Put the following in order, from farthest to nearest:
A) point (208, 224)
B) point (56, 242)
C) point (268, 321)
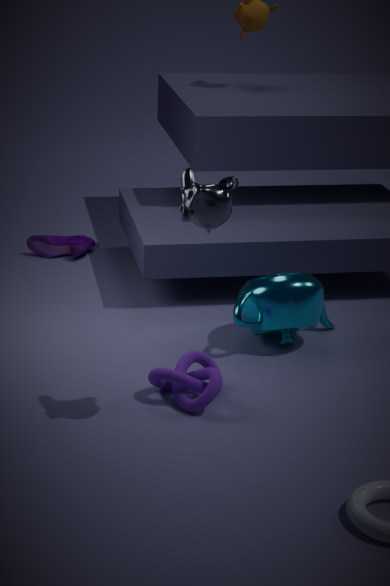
point (56, 242) → point (268, 321) → point (208, 224)
